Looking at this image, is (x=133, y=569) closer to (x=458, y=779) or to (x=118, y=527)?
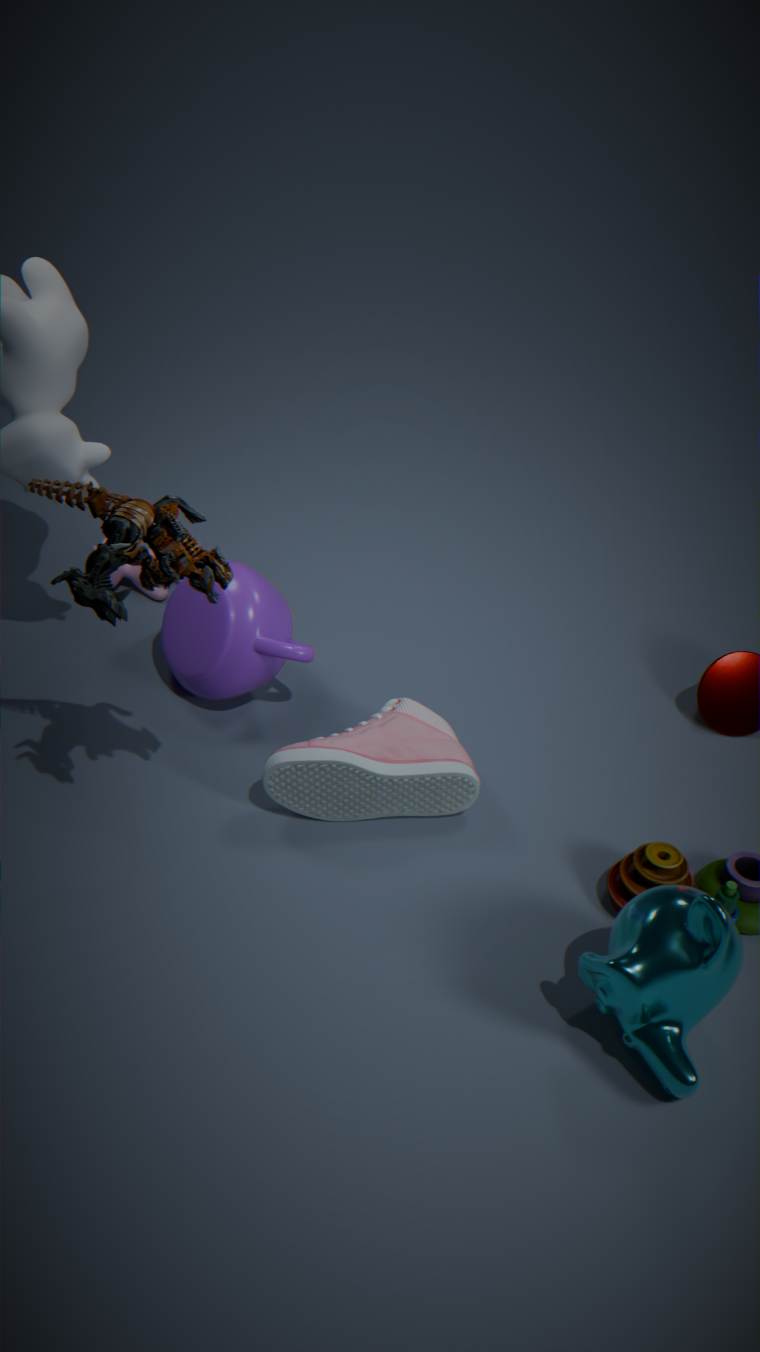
(x=458, y=779)
